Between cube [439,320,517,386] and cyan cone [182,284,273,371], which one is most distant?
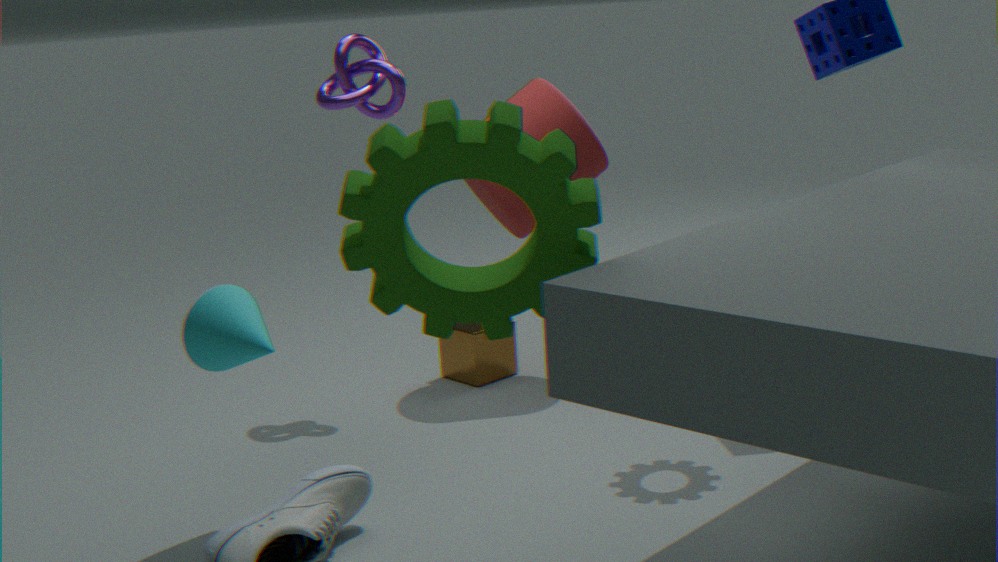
cube [439,320,517,386]
